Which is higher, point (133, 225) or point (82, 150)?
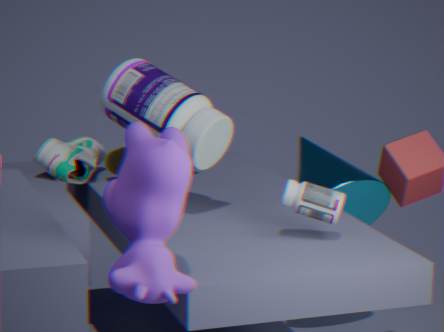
point (133, 225)
